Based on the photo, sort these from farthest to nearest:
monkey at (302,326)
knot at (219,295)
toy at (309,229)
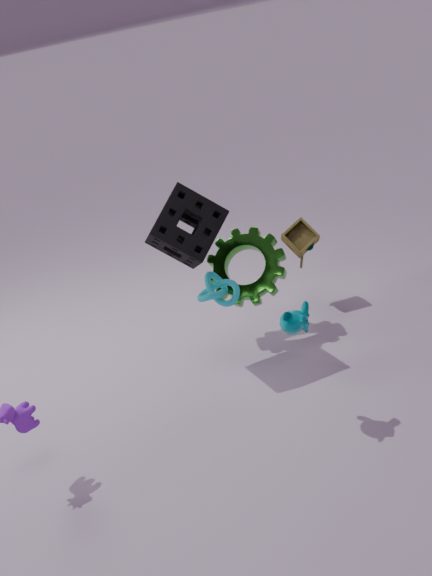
toy at (309,229) → knot at (219,295) → monkey at (302,326)
